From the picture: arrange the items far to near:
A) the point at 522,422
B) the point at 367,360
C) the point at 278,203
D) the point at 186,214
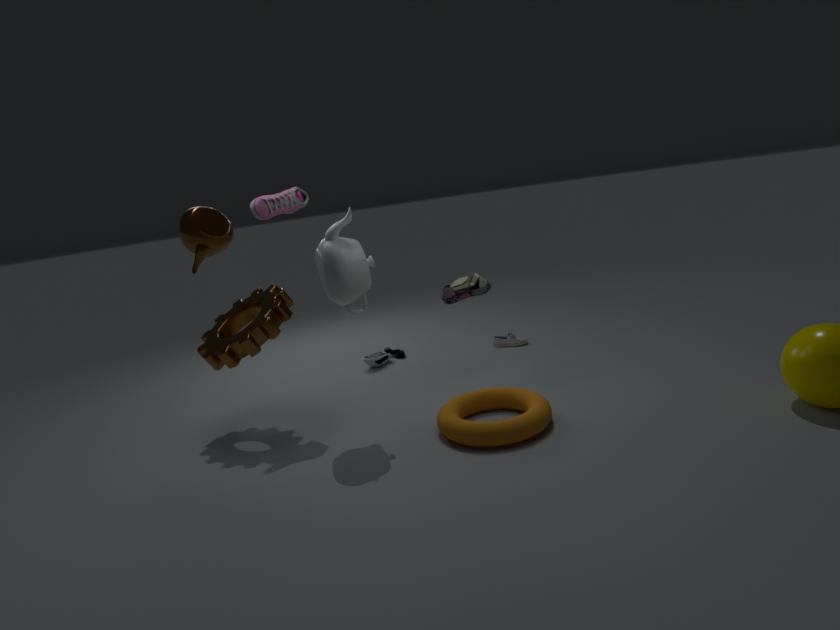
the point at 367,360
the point at 278,203
the point at 522,422
the point at 186,214
